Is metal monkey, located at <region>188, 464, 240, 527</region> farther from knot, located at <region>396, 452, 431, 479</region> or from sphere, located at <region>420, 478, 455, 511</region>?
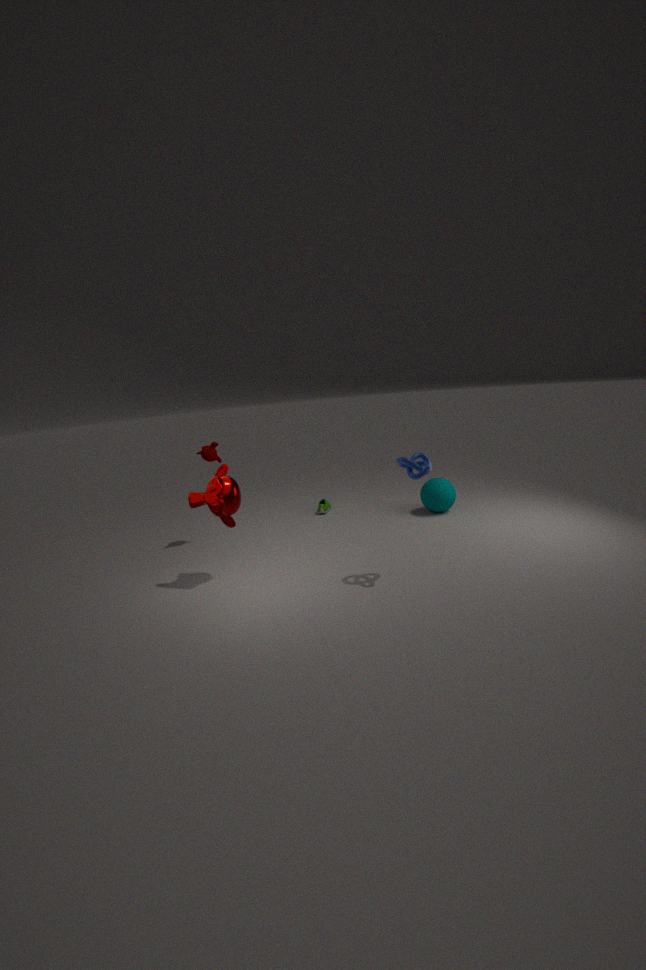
sphere, located at <region>420, 478, 455, 511</region>
